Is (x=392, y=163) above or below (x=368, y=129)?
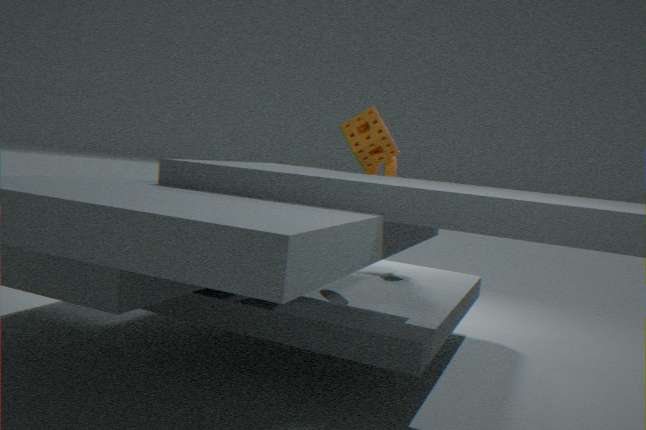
below
